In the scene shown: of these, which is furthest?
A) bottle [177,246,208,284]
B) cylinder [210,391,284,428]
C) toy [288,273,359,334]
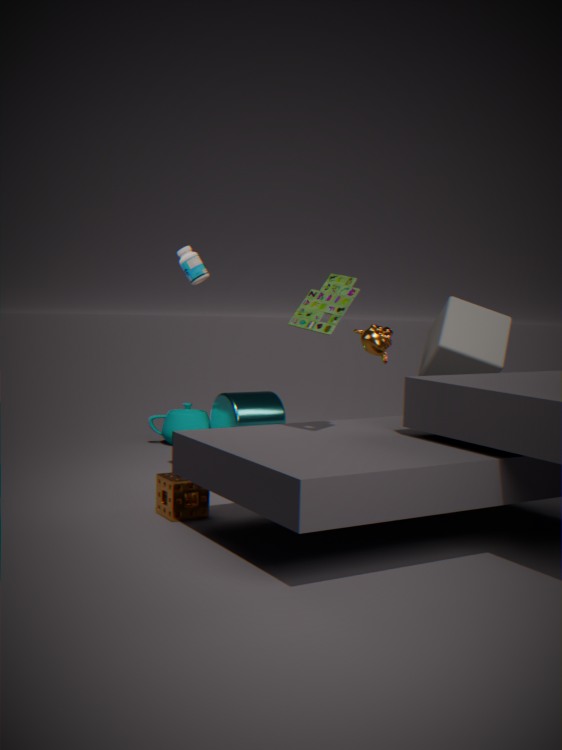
cylinder [210,391,284,428]
